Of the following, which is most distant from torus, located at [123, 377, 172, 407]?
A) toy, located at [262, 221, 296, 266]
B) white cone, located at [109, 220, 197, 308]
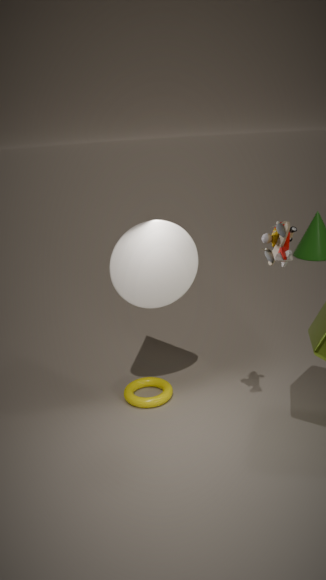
toy, located at [262, 221, 296, 266]
